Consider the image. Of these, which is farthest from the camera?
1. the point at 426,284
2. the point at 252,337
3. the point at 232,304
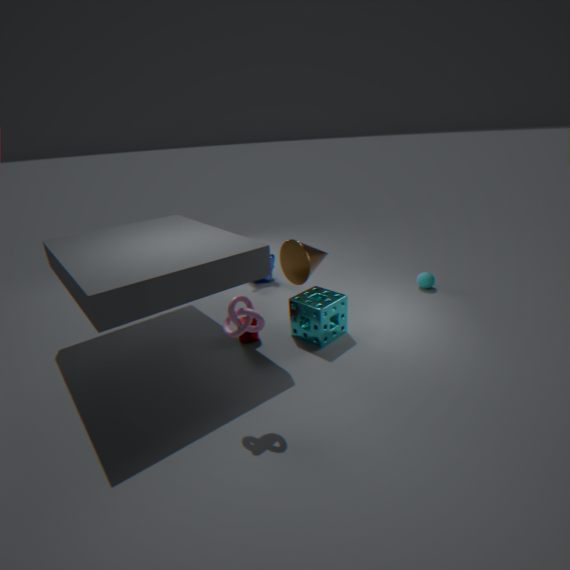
the point at 426,284
